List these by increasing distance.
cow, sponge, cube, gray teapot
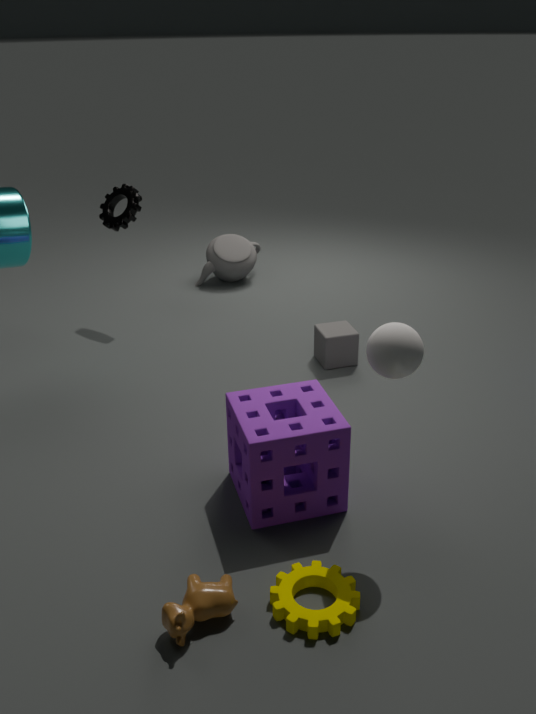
cow → sponge → cube → gray teapot
